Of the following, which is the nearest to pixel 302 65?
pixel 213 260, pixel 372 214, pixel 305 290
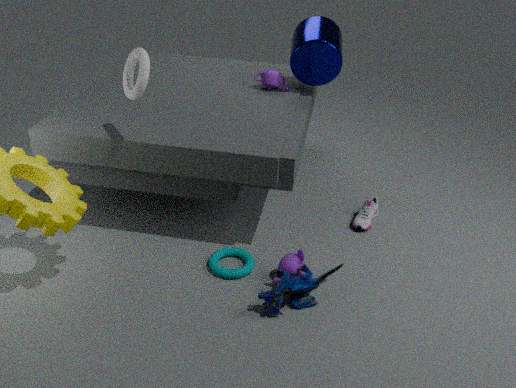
pixel 372 214
